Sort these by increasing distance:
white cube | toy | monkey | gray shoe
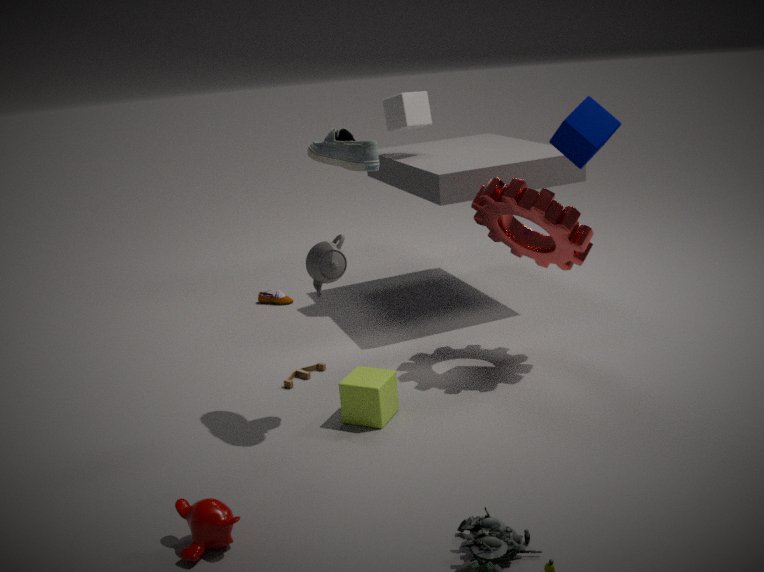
monkey
gray shoe
toy
white cube
